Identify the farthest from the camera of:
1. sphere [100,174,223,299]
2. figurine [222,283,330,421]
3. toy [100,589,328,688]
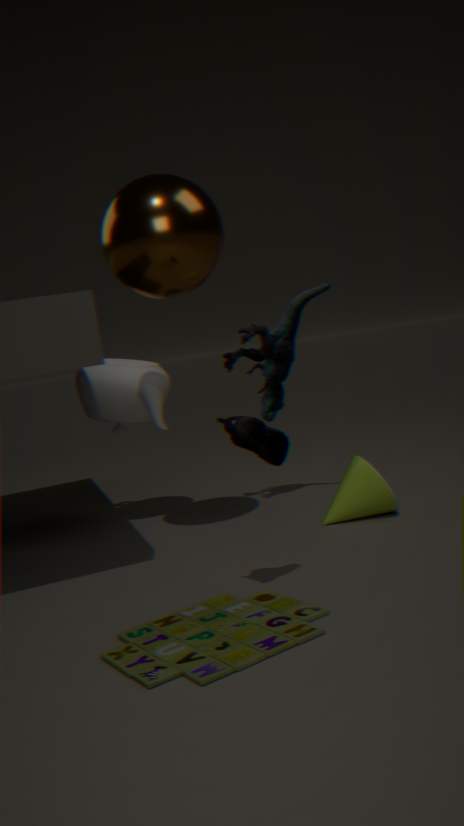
figurine [222,283,330,421]
